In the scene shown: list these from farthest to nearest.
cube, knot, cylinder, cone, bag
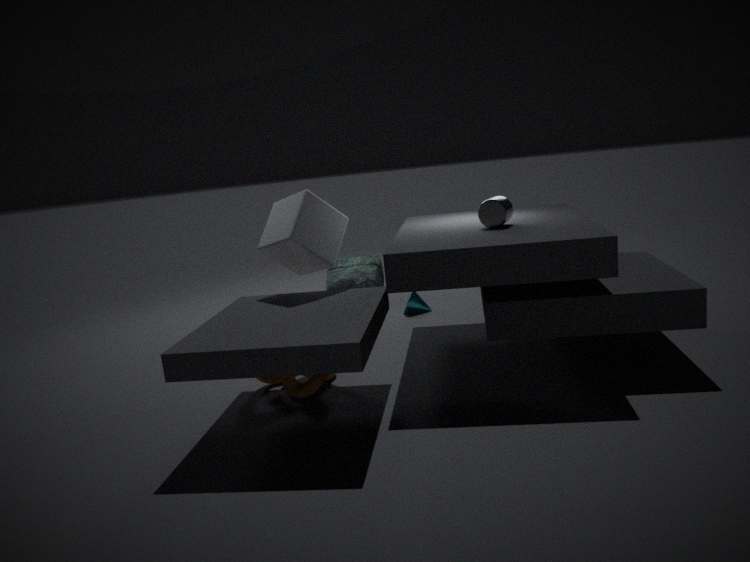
1. bag
2. cone
3. cylinder
4. cube
5. knot
